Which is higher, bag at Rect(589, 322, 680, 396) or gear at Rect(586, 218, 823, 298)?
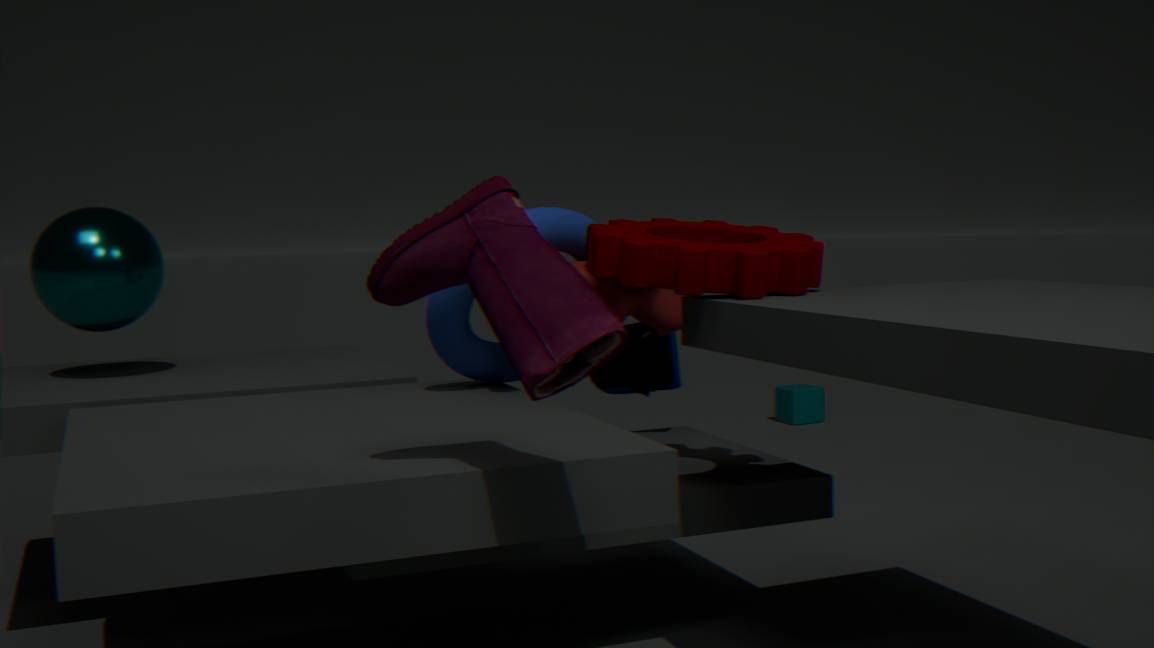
gear at Rect(586, 218, 823, 298)
